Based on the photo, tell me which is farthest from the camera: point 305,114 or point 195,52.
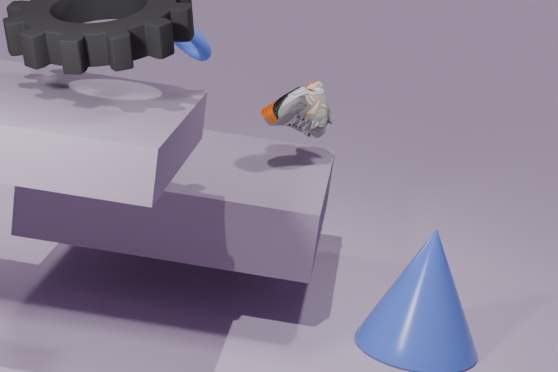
point 195,52
